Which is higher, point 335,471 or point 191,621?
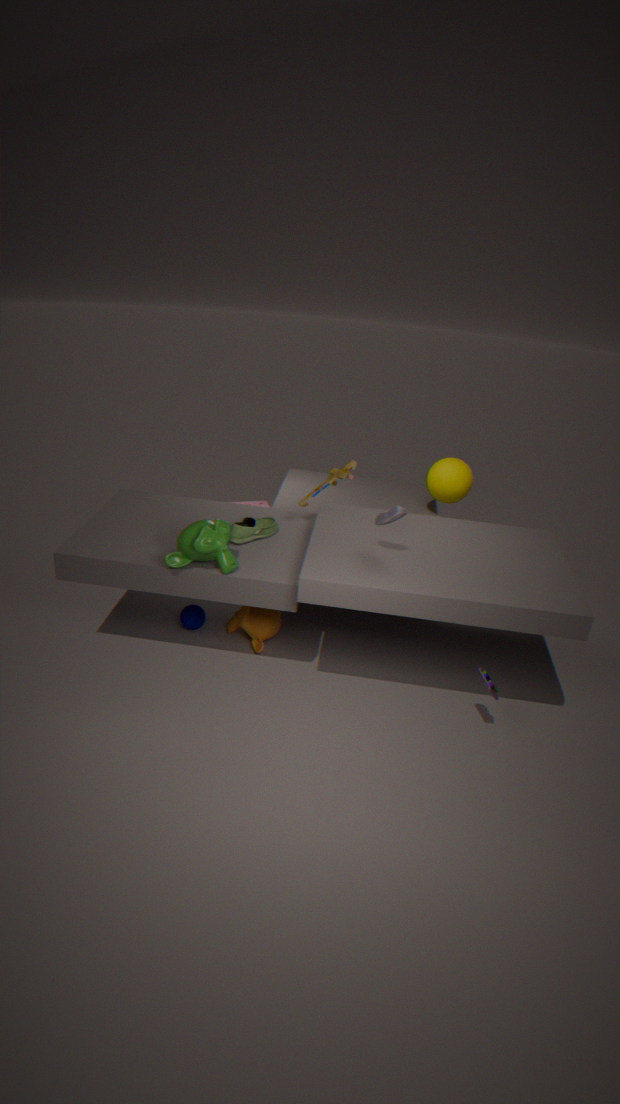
point 335,471
